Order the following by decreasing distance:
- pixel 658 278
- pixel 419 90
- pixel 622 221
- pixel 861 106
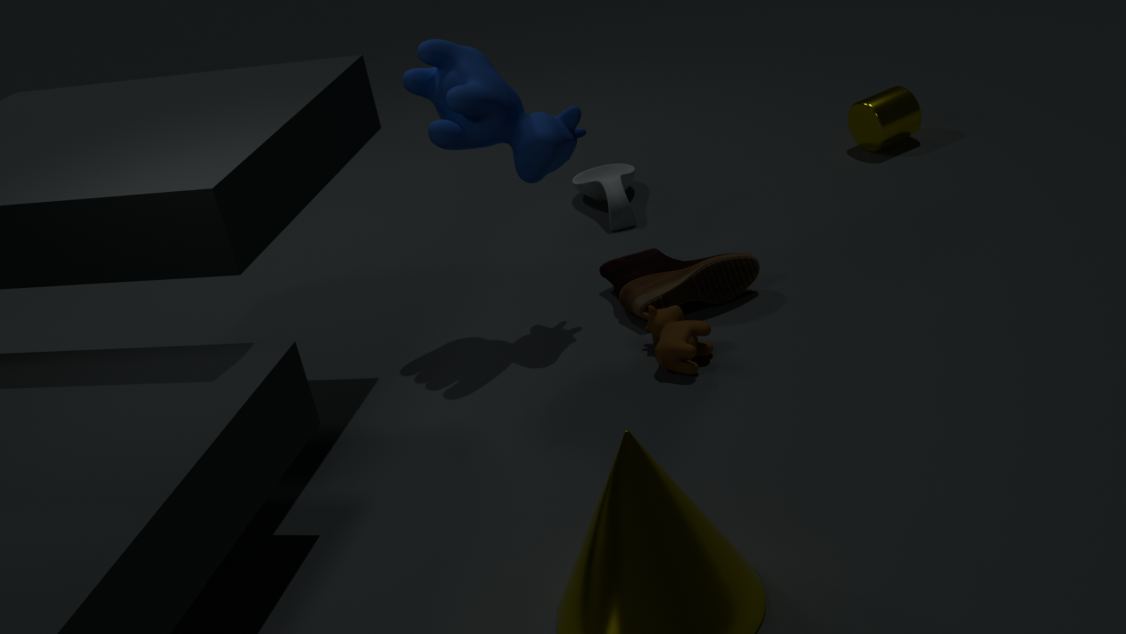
pixel 861 106 → pixel 622 221 → pixel 658 278 → pixel 419 90
